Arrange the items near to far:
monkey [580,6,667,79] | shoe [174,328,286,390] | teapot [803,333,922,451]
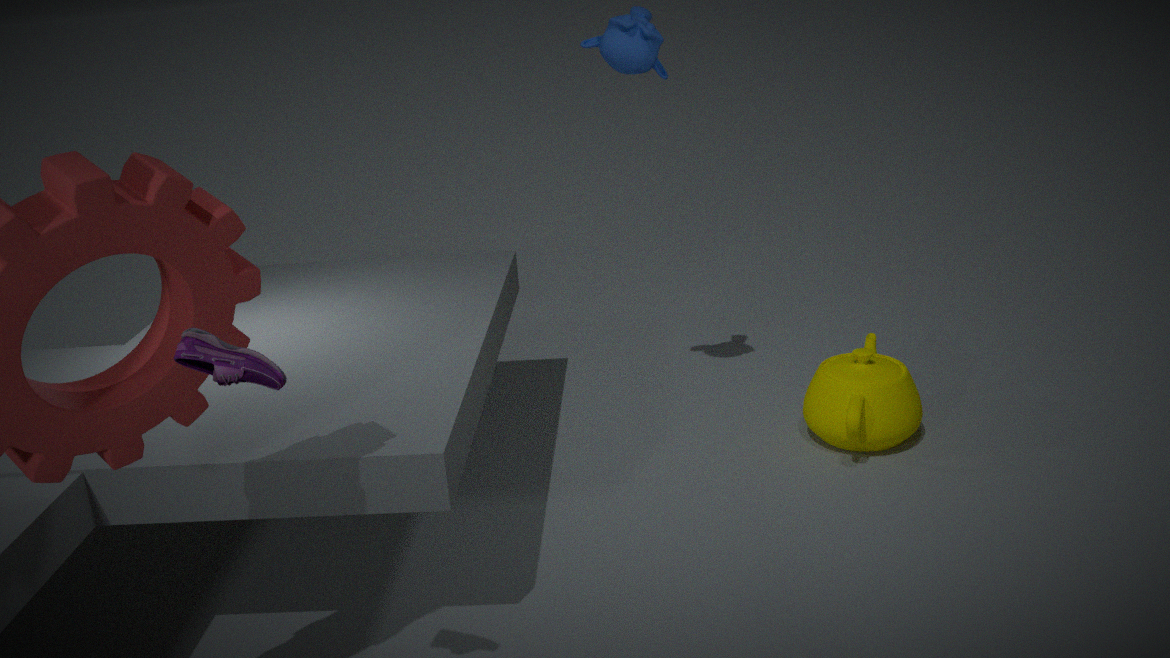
1. shoe [174,328,286,390]
2. monkey [580,6,667,79]
3. teapot [803,333,922,451]
